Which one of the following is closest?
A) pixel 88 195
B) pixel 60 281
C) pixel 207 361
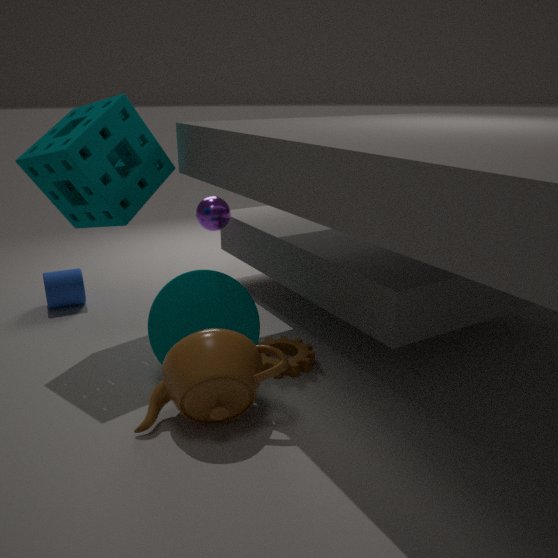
pixel 207 361
